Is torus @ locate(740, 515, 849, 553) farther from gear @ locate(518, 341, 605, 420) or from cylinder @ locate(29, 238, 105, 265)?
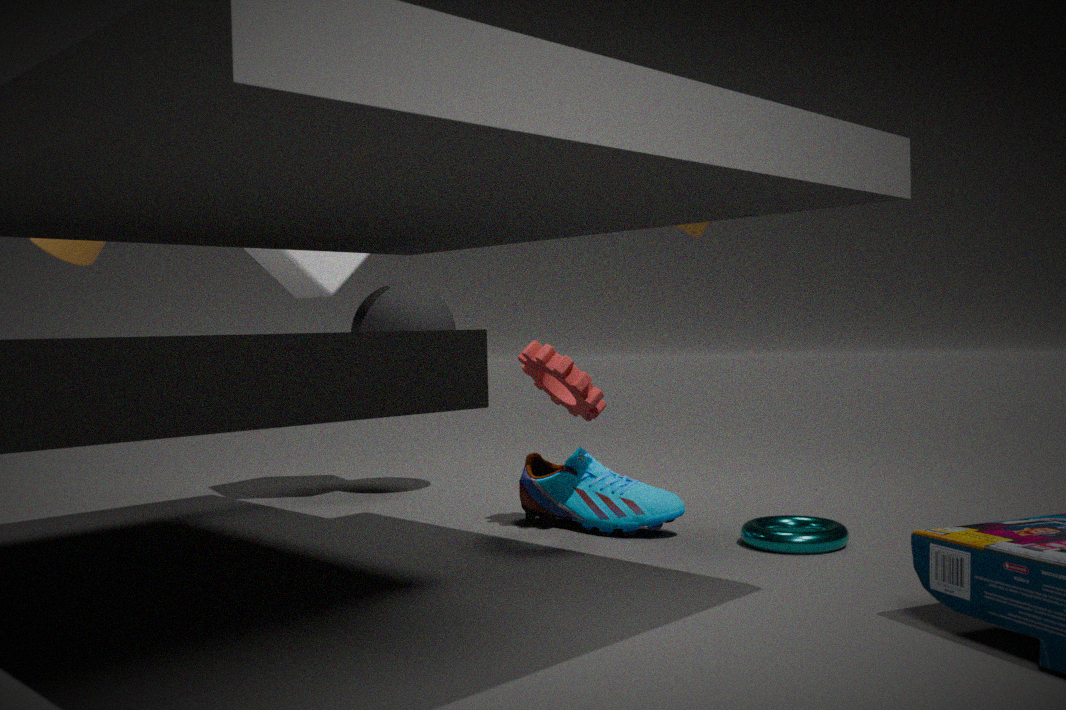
cylinder @ locate(29, 238, 105, 265)
